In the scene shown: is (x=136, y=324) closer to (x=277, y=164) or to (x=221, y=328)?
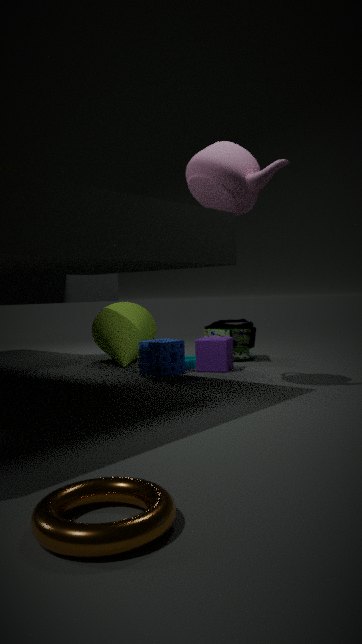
(x=221, y=328)
